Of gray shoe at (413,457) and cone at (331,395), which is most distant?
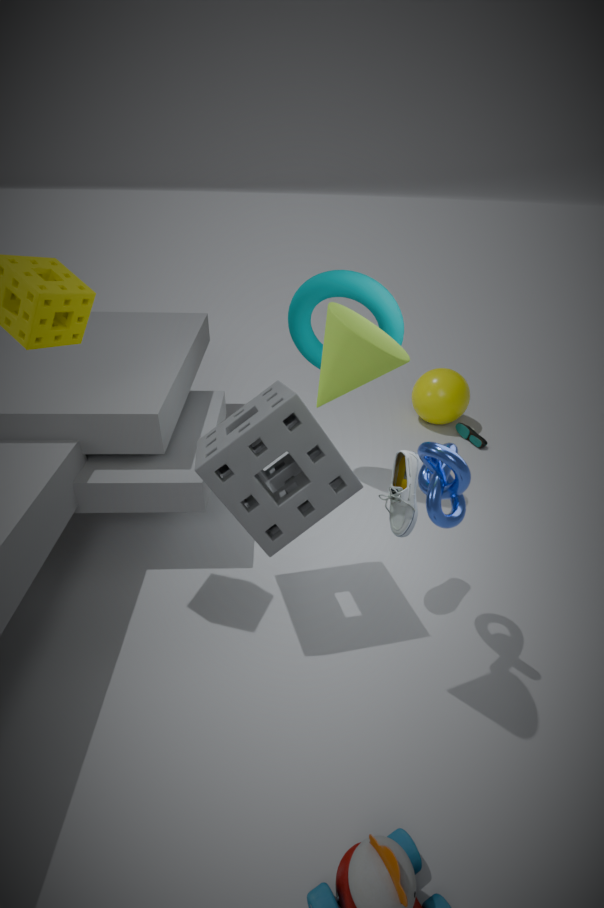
gray shoe at (413,457)
